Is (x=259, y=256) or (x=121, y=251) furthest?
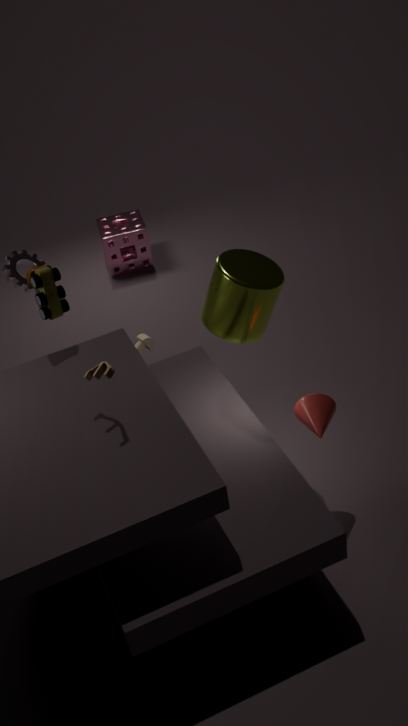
(x=121, y=251)
